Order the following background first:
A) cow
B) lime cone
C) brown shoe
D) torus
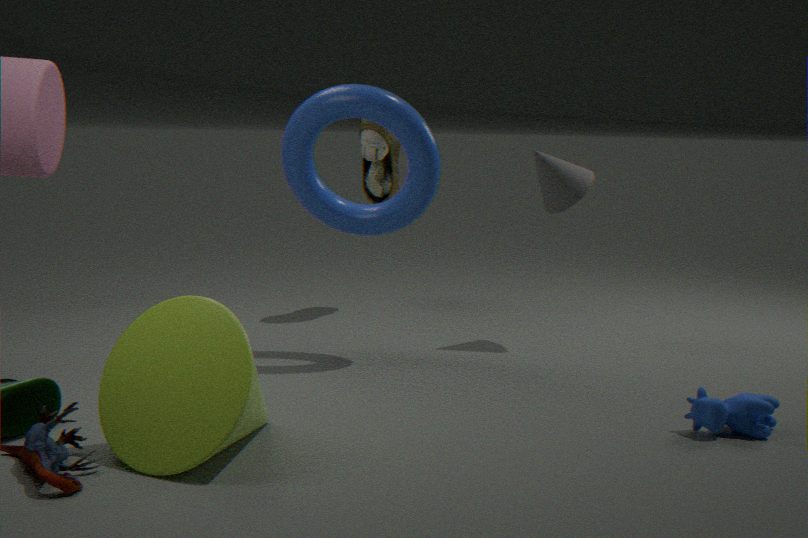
C. brown shoe
D. torus
A. cow
B. lime cone
